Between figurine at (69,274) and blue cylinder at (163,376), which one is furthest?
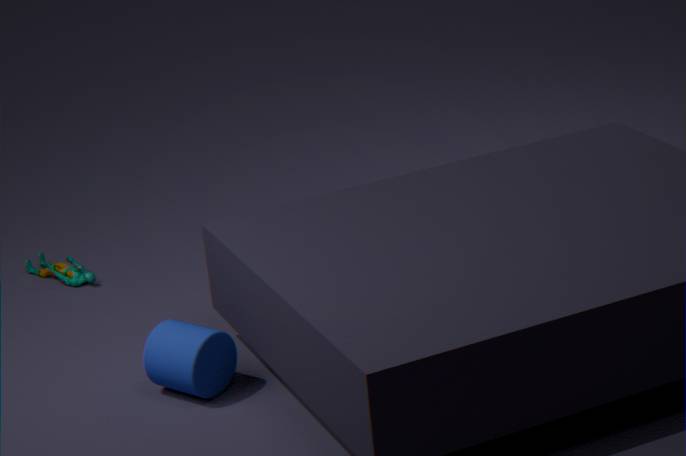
figurine at (69,274)
